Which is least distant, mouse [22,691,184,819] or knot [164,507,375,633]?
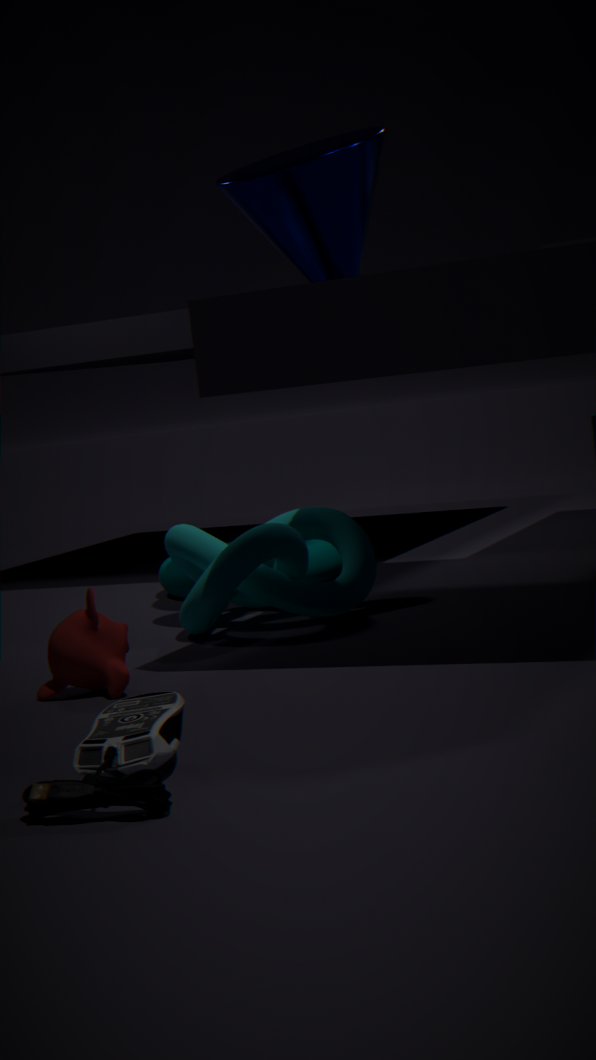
mouse [22,691,184,819]
